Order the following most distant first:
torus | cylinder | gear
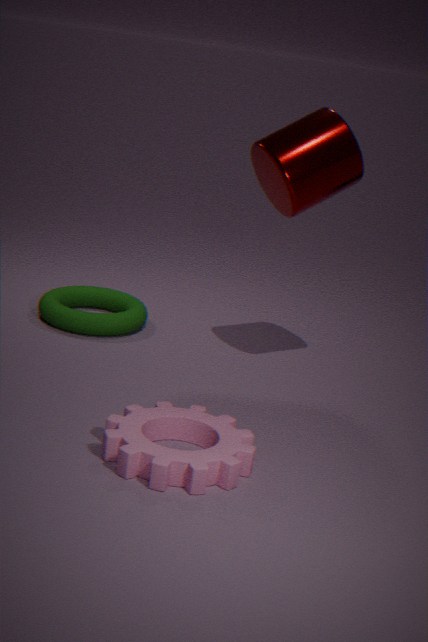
torus → cylinder → gear
